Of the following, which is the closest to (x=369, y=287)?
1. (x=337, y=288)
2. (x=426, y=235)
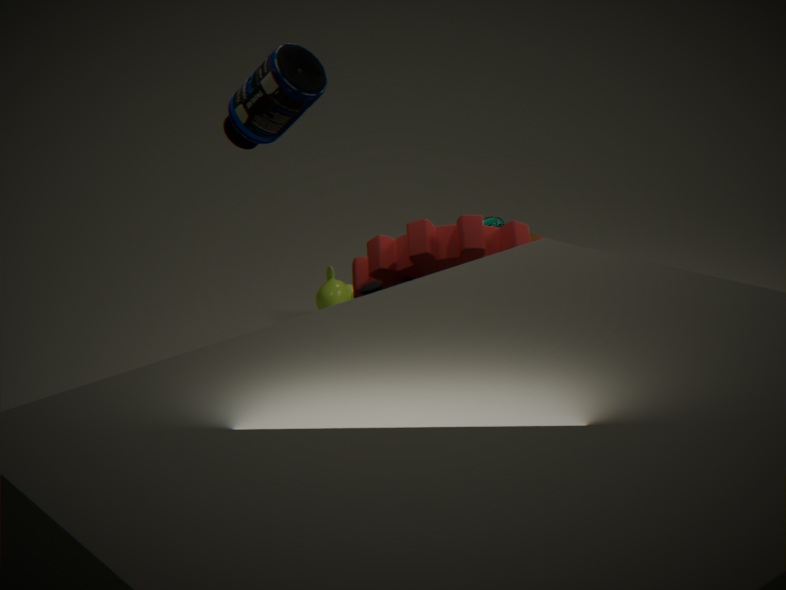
(x=426, y=235)
